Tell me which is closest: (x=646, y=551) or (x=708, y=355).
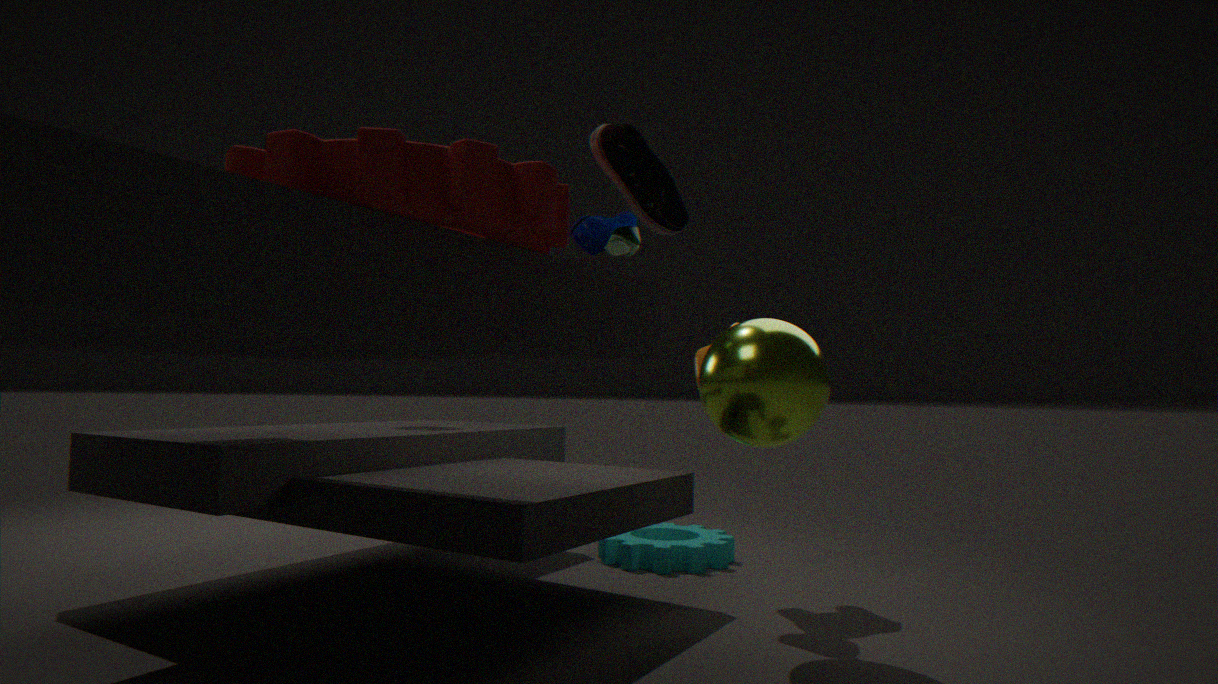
(x=708, y=355)
